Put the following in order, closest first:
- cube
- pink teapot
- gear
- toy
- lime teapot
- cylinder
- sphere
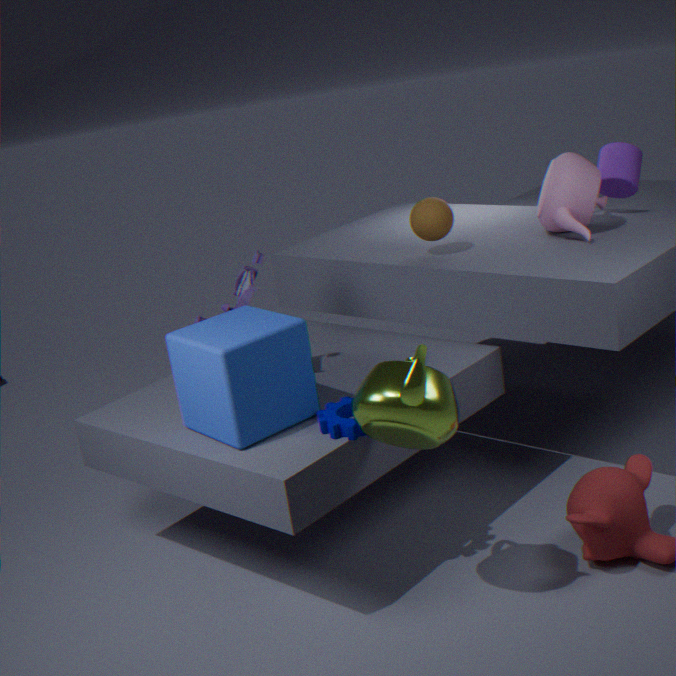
lime teapot, cube, gear, toy, pink teapot, sphere, cylinder
